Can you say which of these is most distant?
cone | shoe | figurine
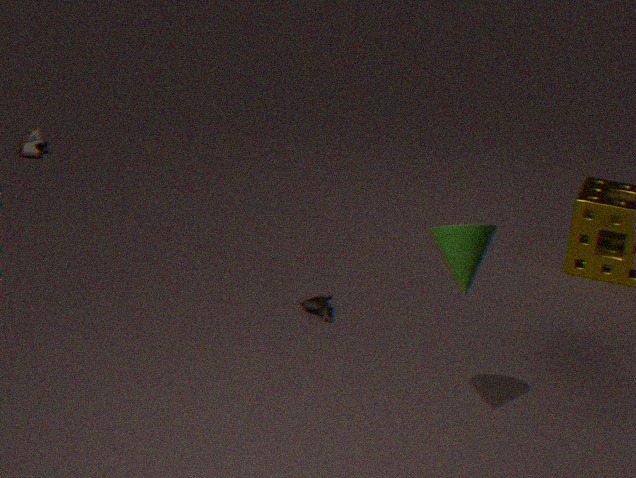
shoe
